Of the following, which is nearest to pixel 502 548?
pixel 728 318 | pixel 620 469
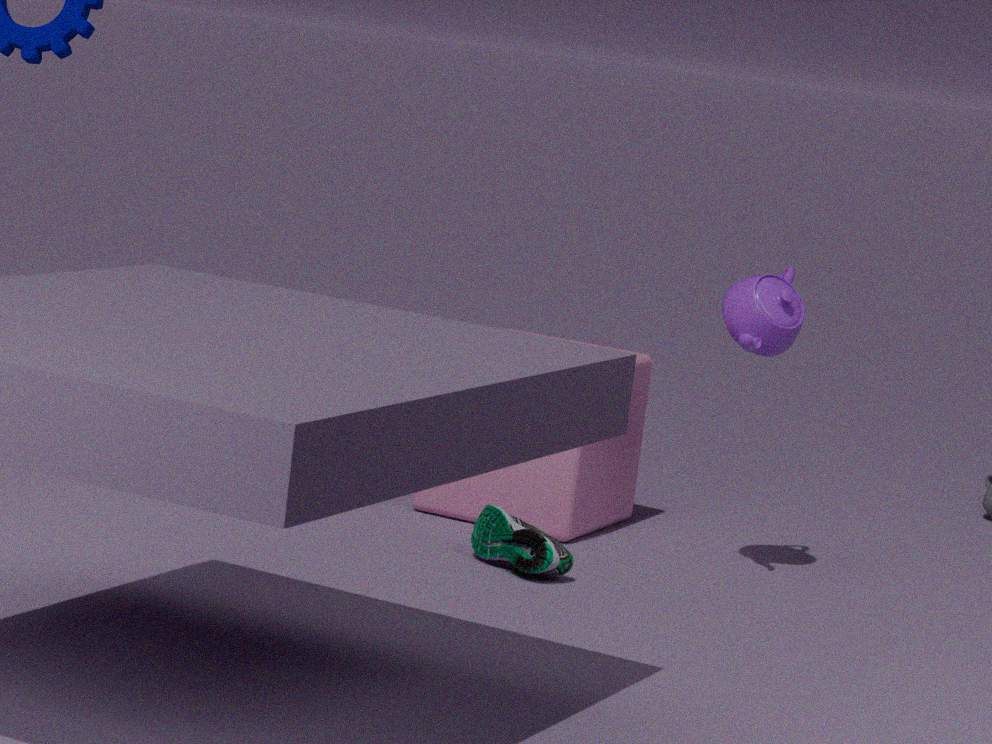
pixel 620 469
